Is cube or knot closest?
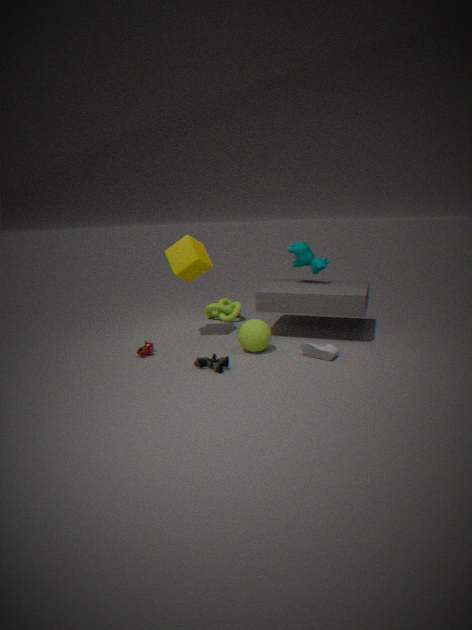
cube
